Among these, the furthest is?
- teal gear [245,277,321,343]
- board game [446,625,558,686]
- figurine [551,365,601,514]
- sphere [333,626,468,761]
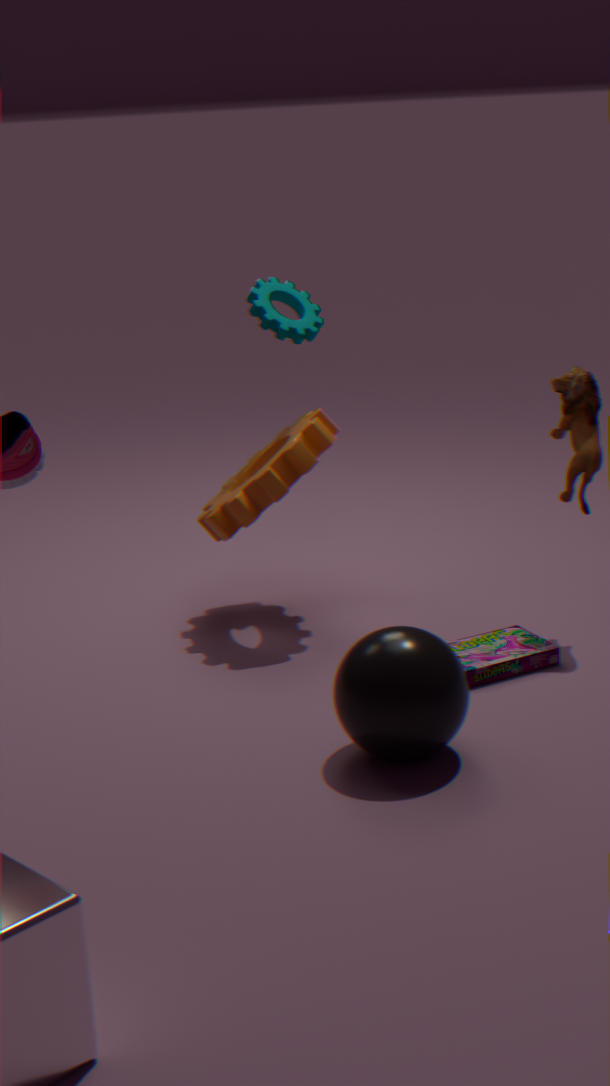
teal gear [245,277,321,343]
